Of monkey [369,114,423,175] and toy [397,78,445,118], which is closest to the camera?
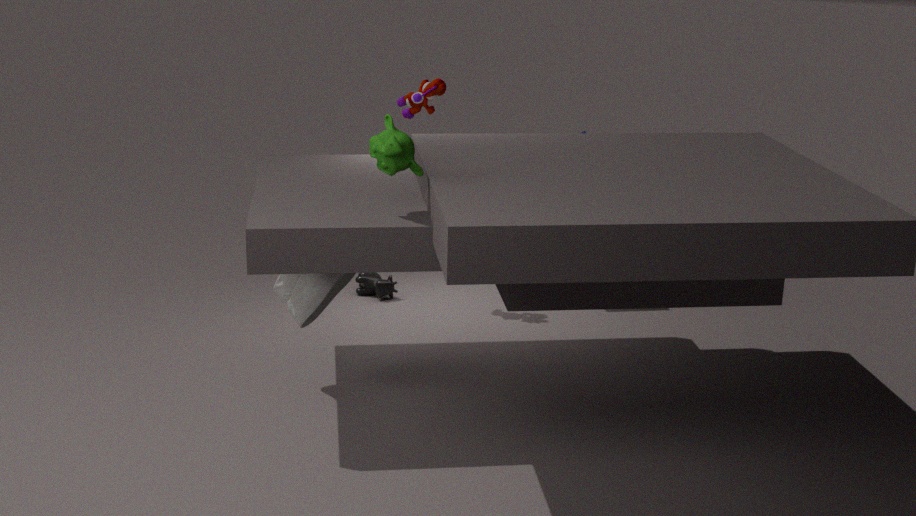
monkey [369,114,423,175]
